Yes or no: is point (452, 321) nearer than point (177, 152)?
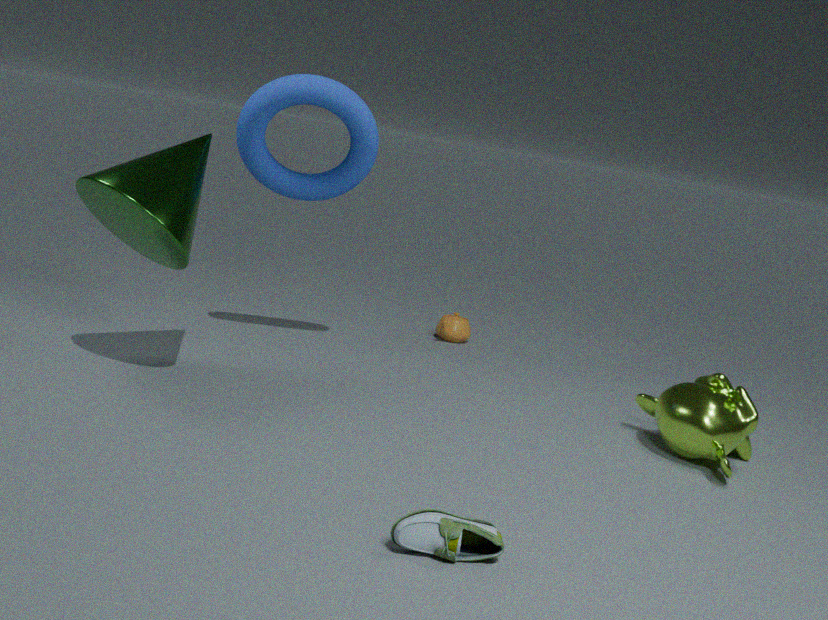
No
